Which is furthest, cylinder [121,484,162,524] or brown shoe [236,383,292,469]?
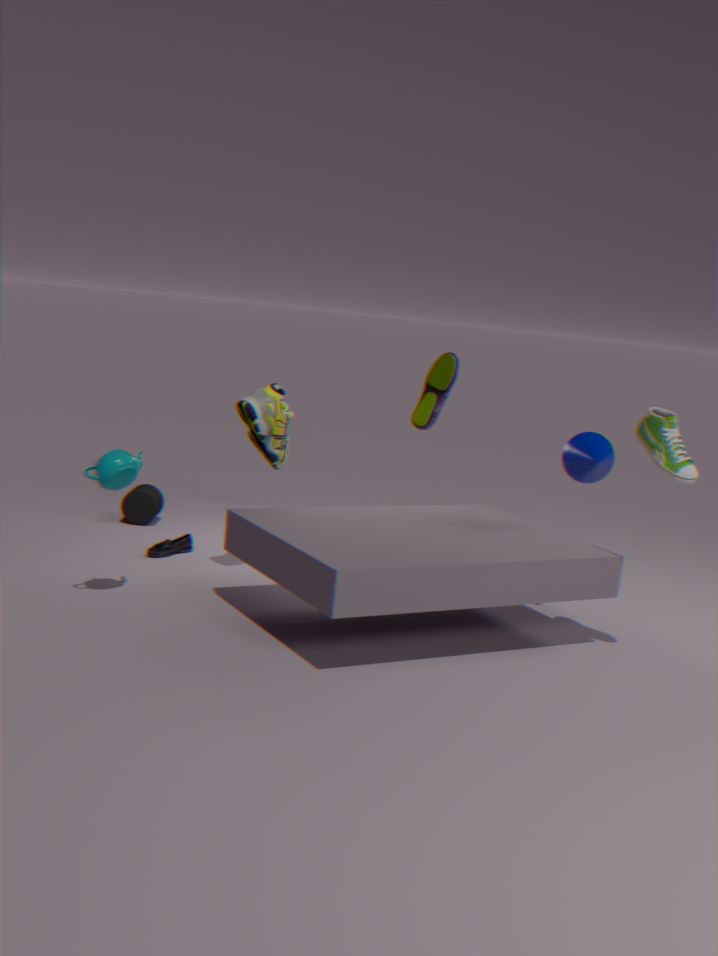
cylinder [121,484,162,524]
